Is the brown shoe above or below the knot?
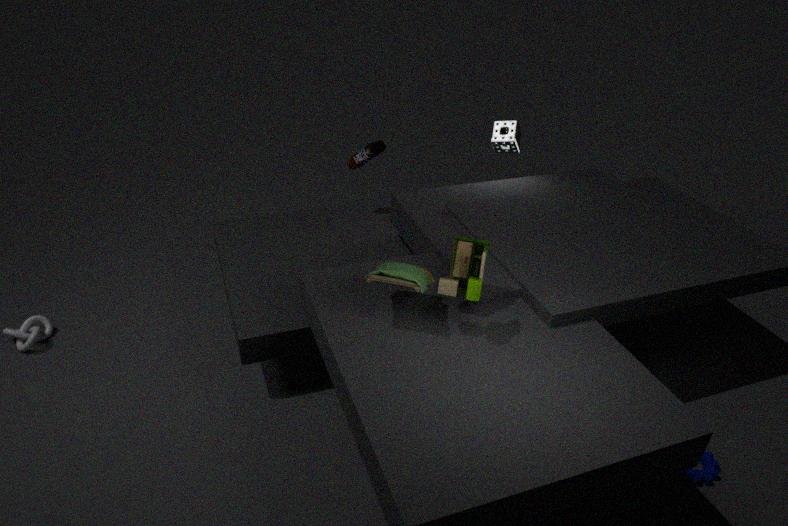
above
